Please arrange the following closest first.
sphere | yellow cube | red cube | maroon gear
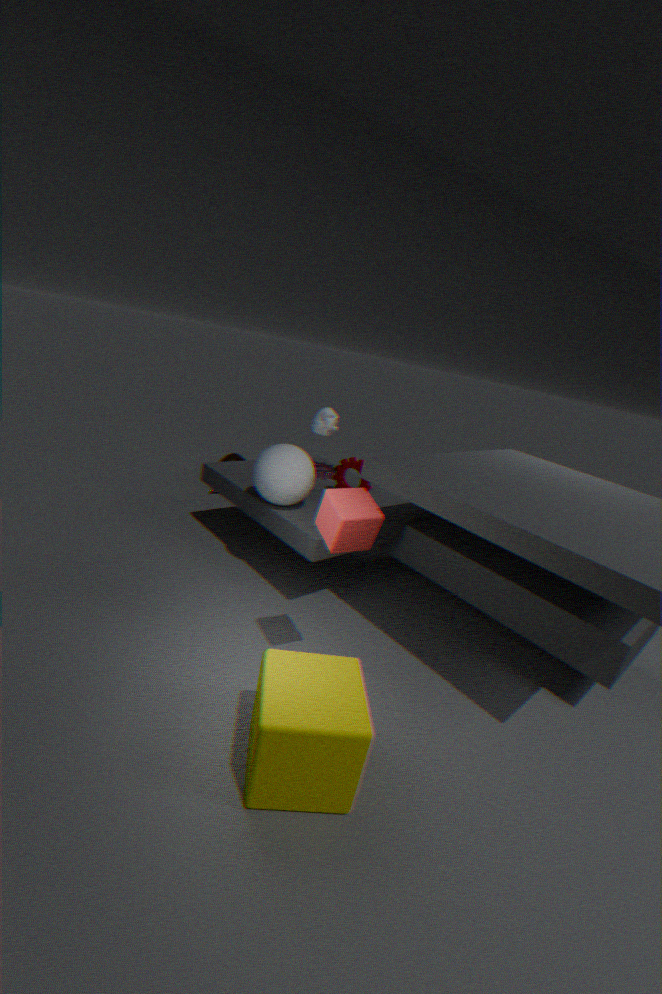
1. yellow cube
2. red cube
3. sphere
4. maroon gear
